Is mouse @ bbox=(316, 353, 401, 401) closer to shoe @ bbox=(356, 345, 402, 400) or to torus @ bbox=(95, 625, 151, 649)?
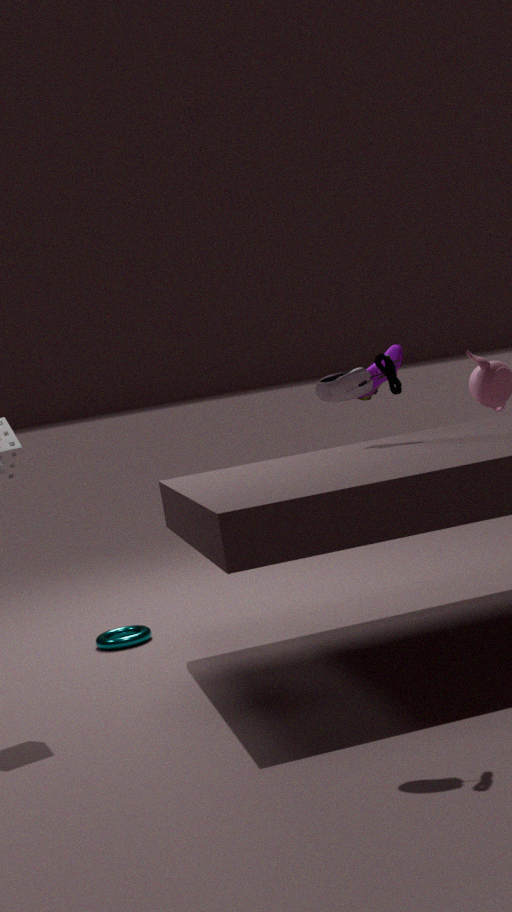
shoe @ bbox=(356, 345, 402, 400)
